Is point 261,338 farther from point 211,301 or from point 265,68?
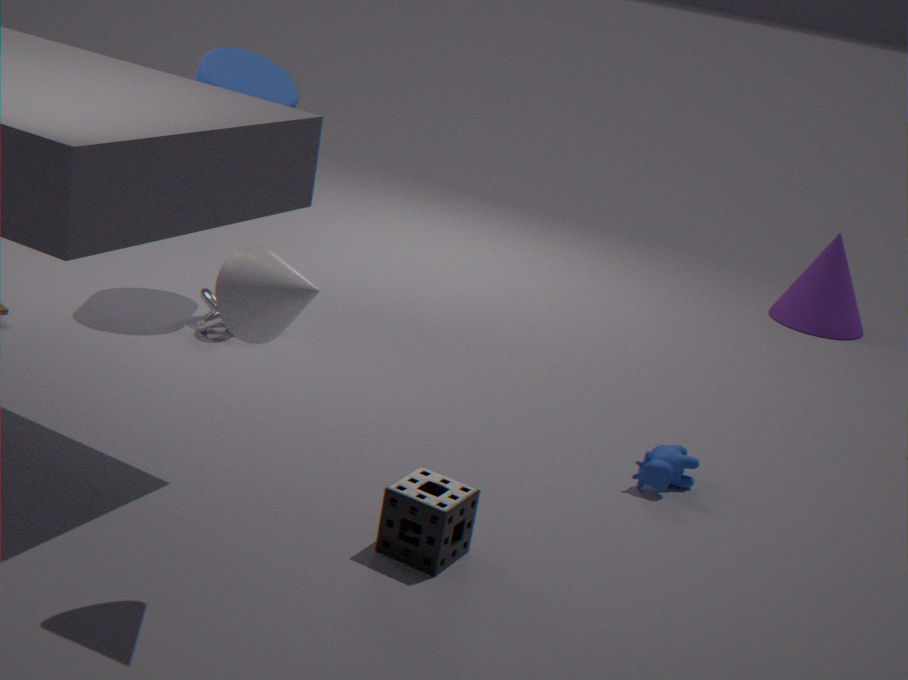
point 265,68
